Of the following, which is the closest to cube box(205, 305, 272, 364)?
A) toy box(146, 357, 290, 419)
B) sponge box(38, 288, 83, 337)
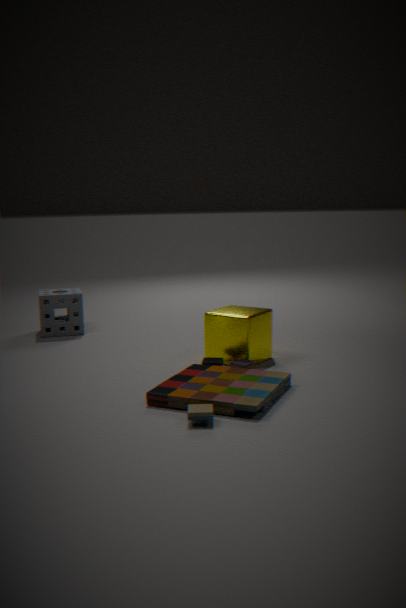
toy box(146, 357, 290, 419)
